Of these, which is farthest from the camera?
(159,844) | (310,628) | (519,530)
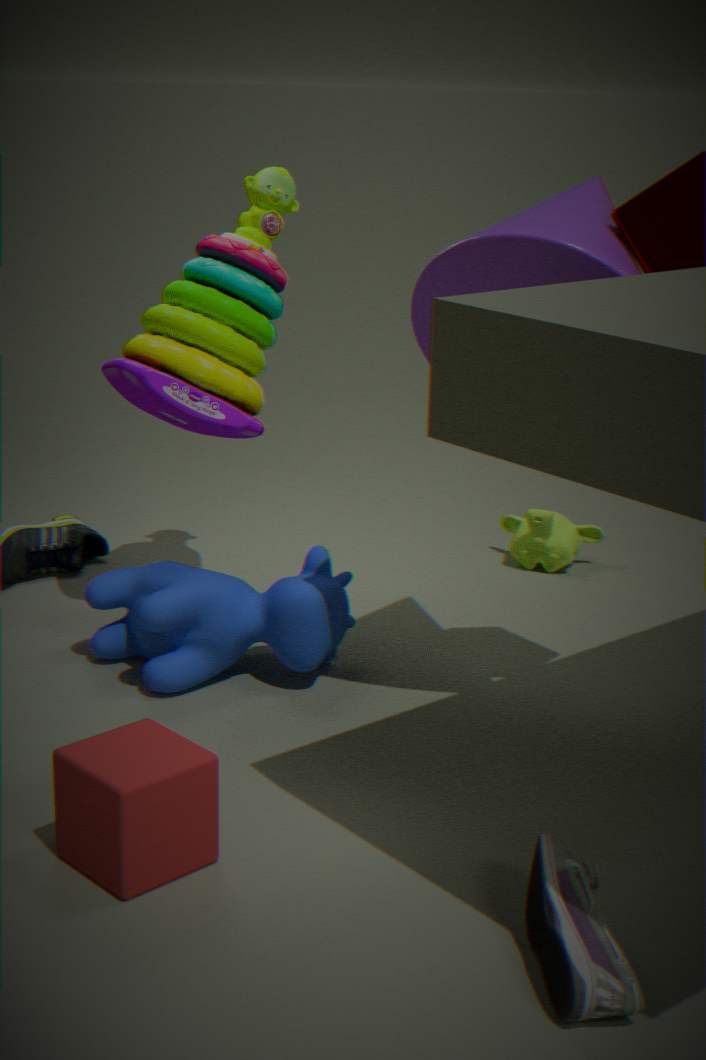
(519,530)
